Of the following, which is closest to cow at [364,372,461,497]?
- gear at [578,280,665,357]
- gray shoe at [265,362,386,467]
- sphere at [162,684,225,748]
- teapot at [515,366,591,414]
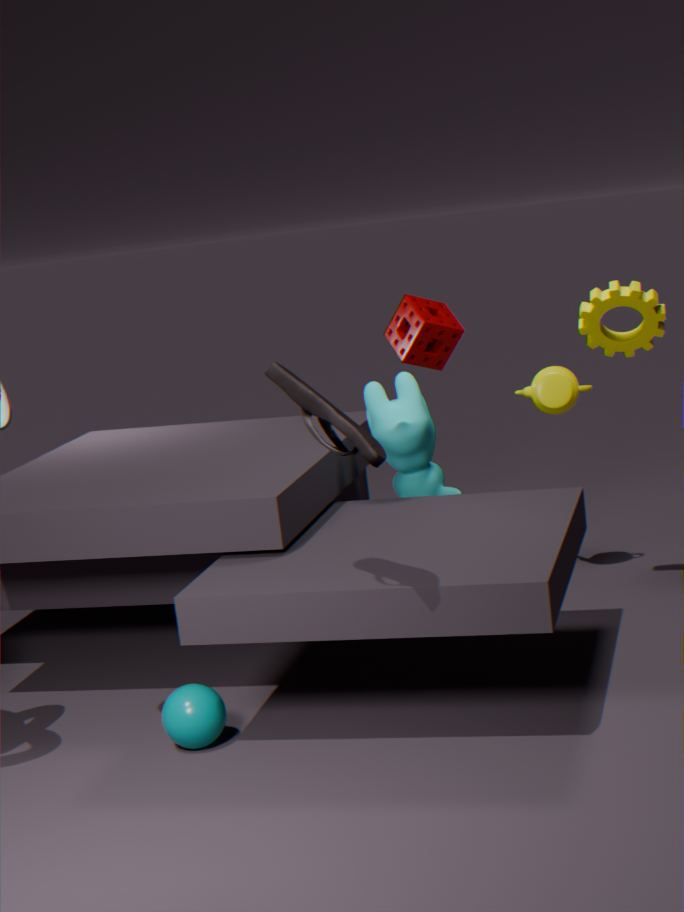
teapot at [515,366,591,414]
